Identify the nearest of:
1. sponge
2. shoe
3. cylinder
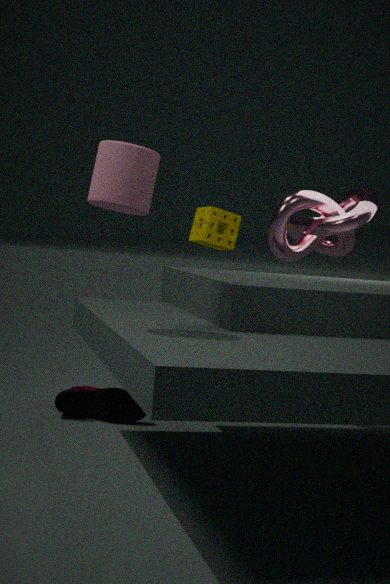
cylinder
